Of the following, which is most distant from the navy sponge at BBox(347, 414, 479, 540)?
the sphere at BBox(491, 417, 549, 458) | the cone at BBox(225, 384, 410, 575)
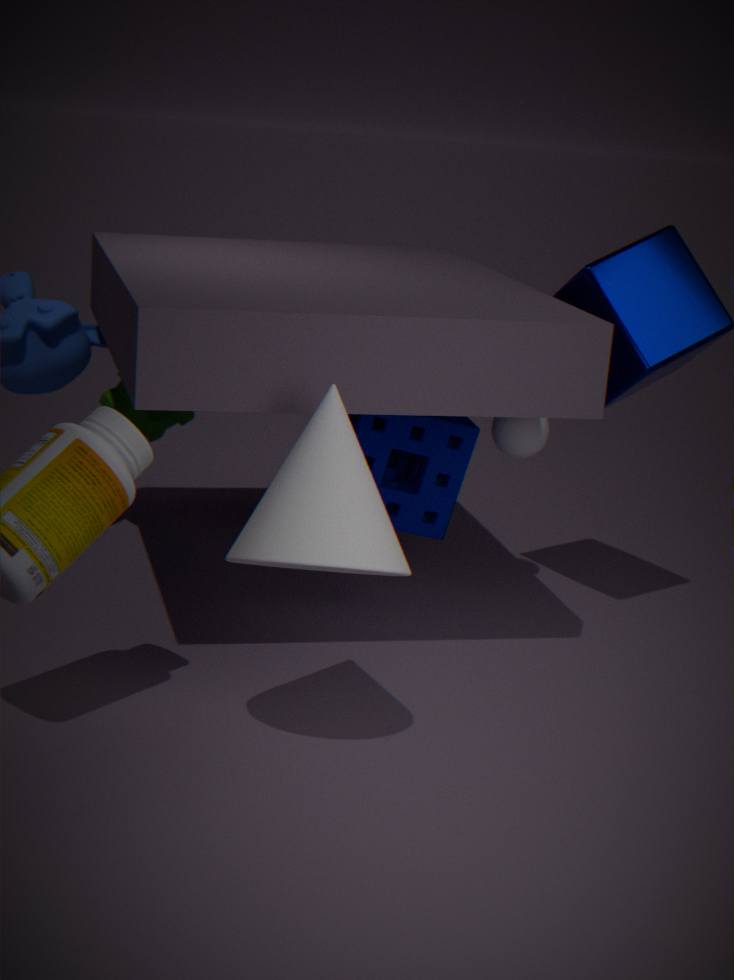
the cone at BBox(225, 384, 410, 575)
